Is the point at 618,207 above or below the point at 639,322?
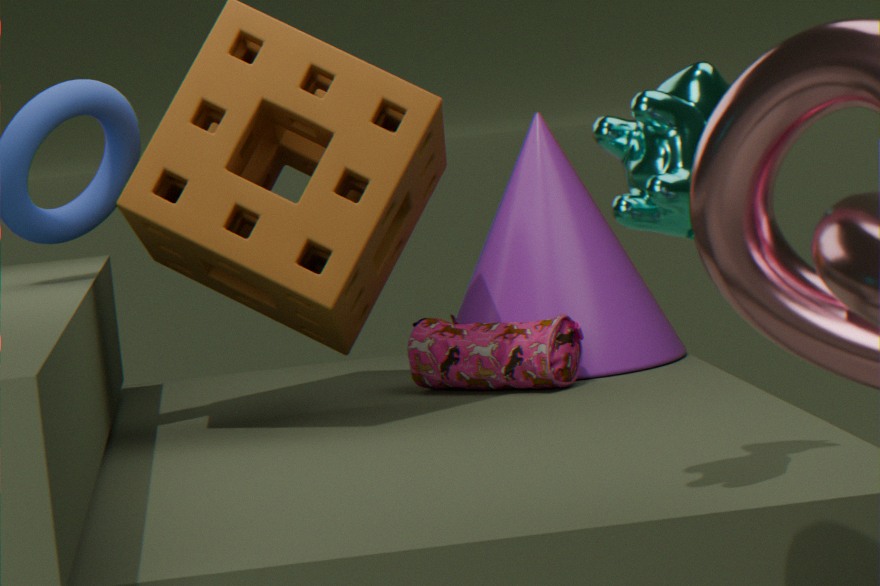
above
